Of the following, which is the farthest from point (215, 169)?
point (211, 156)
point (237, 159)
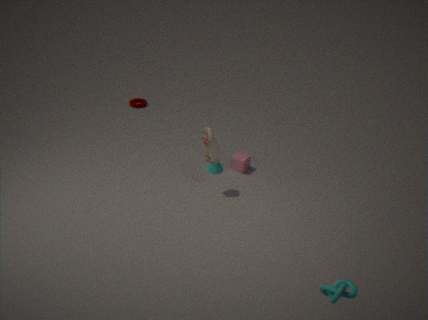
point (211, 156)
